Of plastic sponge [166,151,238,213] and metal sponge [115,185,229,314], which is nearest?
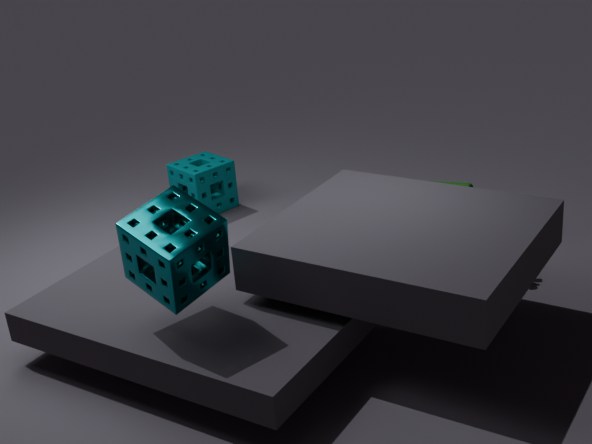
metal sponge [115,185,229,314]
